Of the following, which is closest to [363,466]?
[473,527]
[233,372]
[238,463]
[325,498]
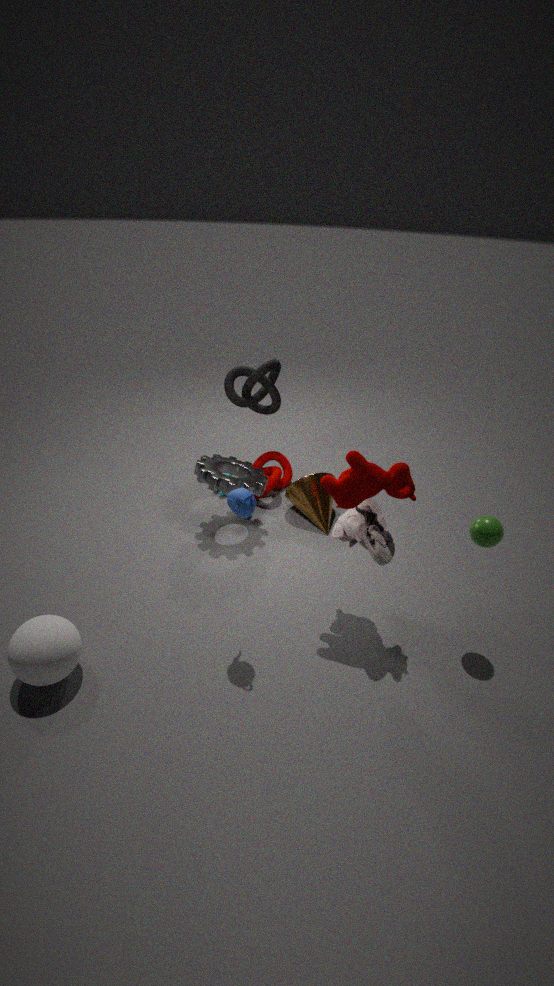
[473,527]
